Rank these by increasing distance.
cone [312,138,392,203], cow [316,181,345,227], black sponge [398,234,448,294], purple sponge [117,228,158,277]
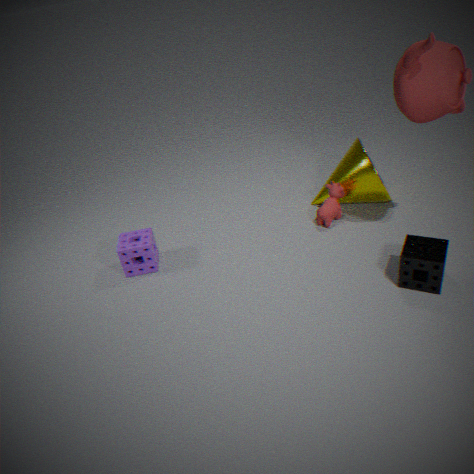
black sponge [398,234,448,294]
purple sponge [117,228,158,277]
cone [312,138,392,203]
cow [316,181,345,227]
